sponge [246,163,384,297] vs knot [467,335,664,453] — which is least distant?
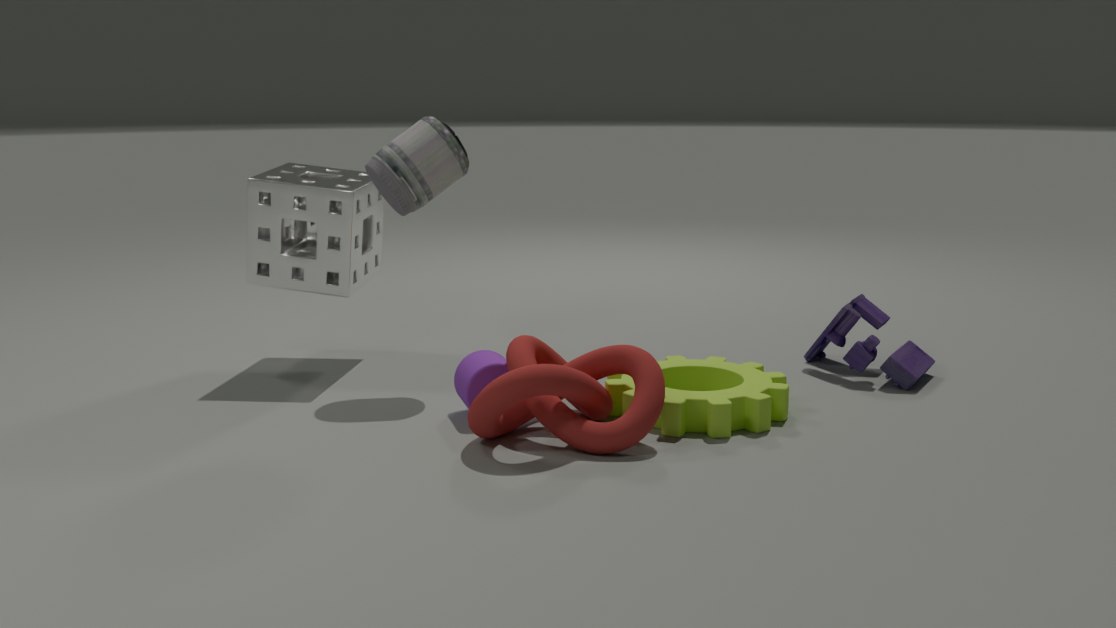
knot [467,335,664,453]
